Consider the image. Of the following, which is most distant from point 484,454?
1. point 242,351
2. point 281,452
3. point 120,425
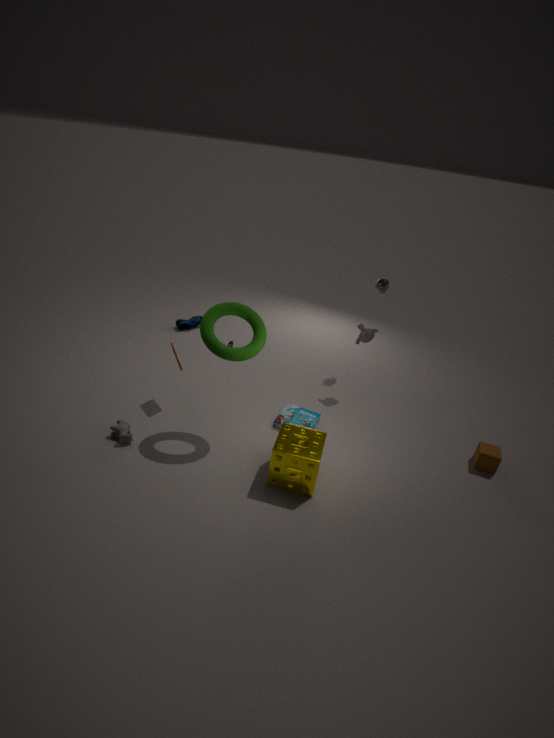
point 120,425
